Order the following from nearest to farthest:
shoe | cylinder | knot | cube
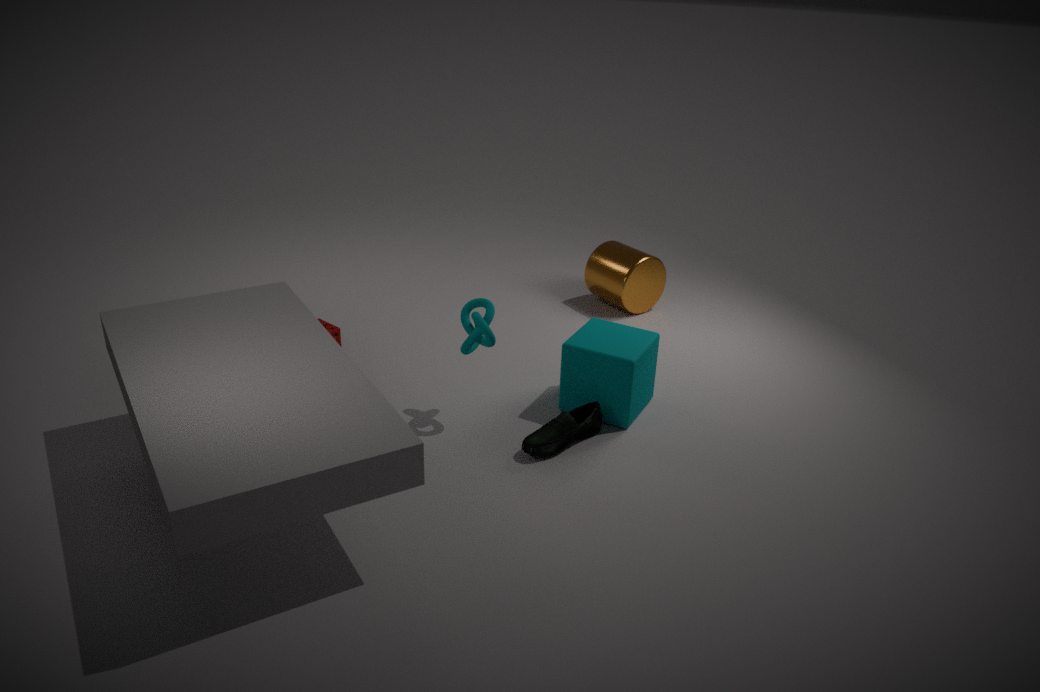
shoe < knot < cube < cylinder
